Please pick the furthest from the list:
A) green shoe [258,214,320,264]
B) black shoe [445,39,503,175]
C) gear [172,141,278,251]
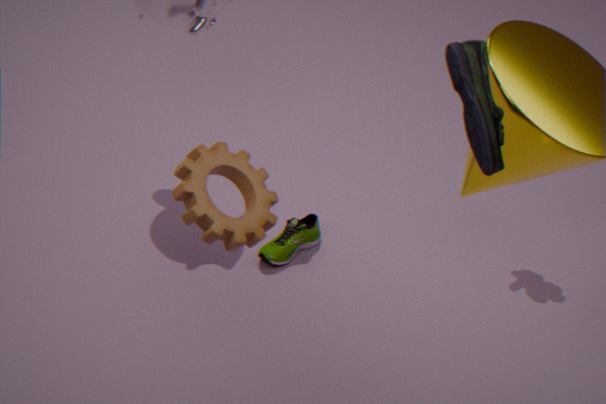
green shoe [258,214,320,264]
